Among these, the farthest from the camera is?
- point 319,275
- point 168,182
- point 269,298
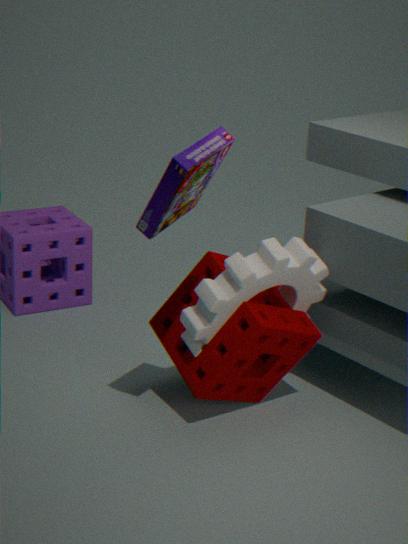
point 269,298
